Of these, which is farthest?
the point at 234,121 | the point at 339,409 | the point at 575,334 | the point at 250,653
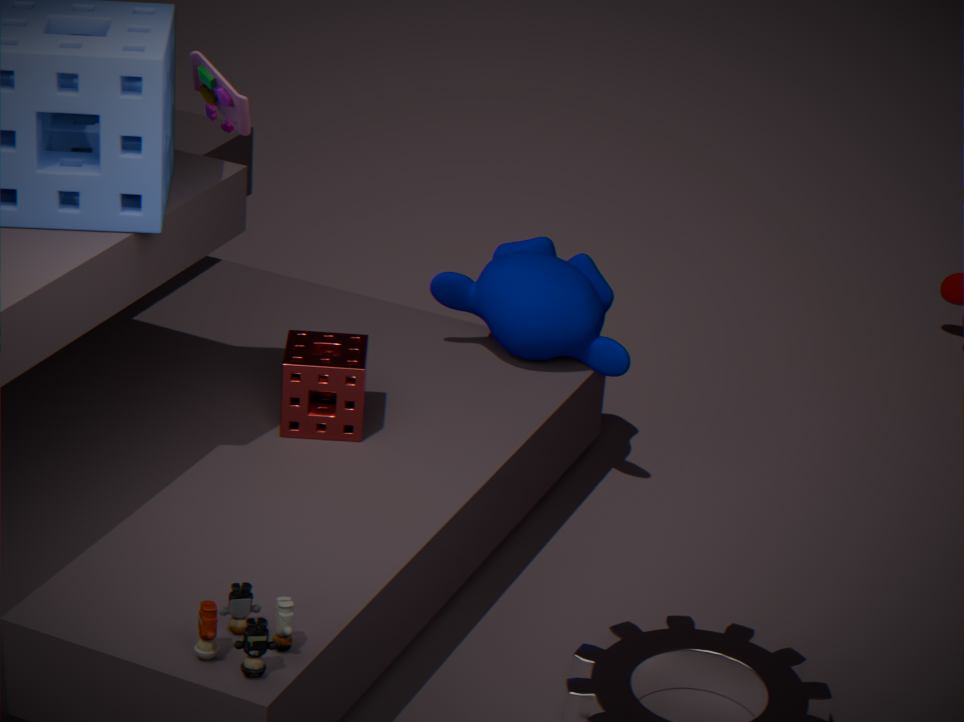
the point at 575,334
